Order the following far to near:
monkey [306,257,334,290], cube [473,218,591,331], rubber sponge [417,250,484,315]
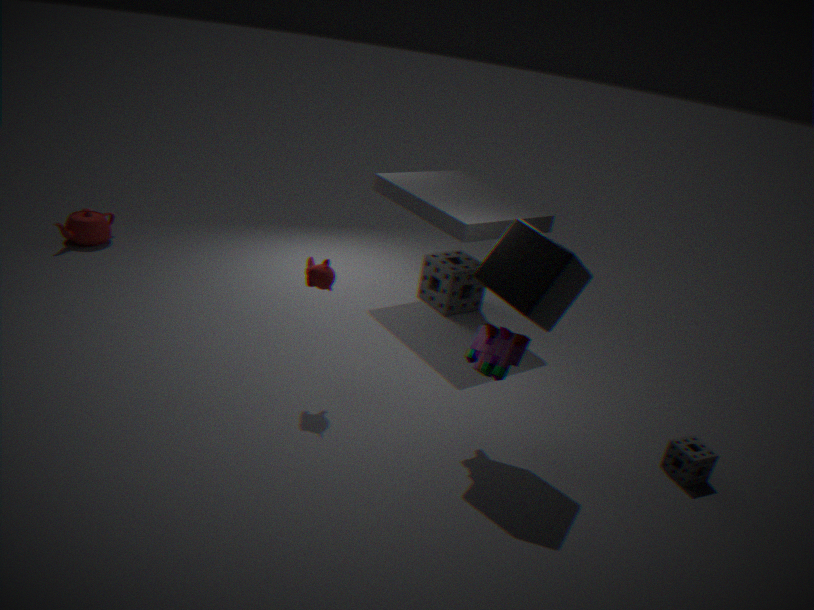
rubber sponge [417,250,484,315]
monkey [306,257,334,290]
cube [473,218,591,331]
